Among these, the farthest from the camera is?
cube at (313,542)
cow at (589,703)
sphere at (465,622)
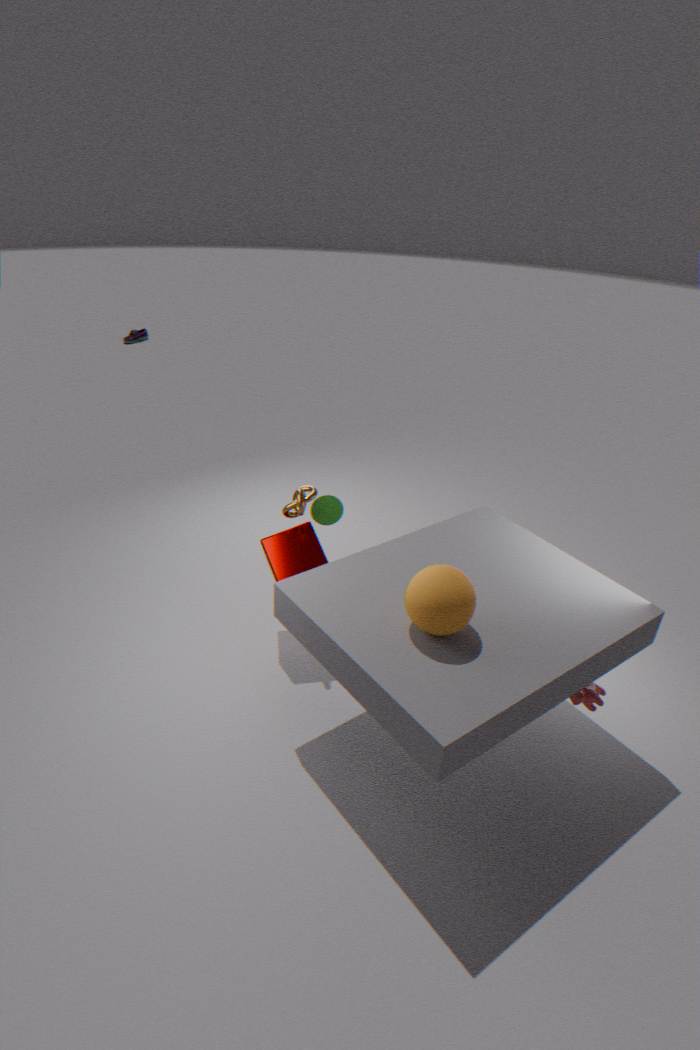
cube at (313,542)
